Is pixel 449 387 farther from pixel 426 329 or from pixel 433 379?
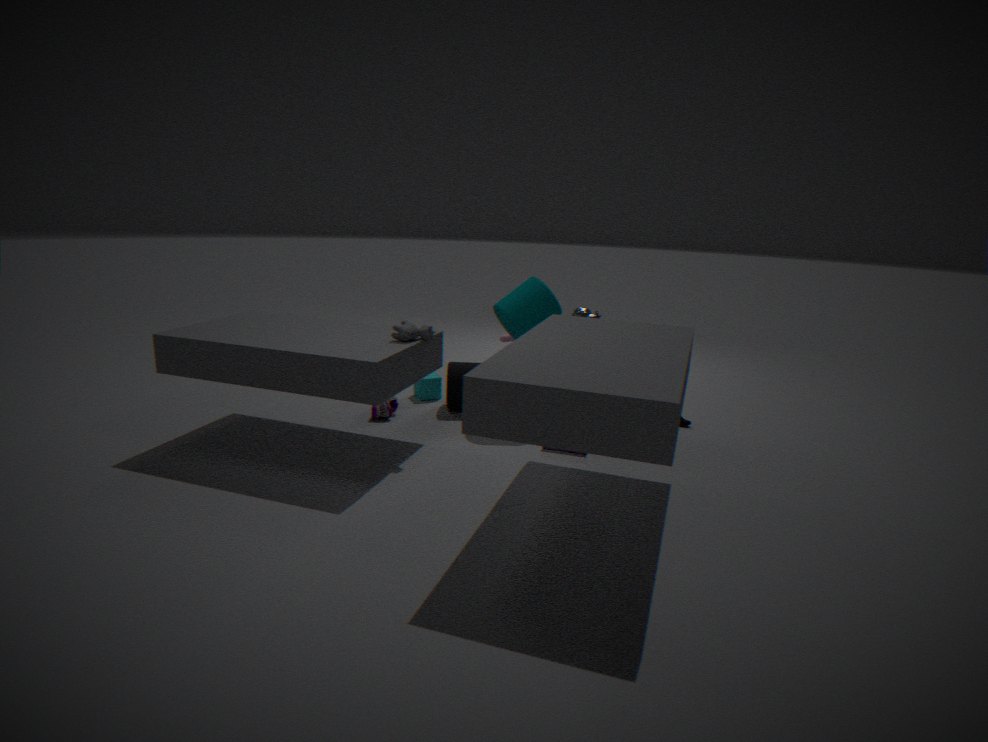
pixel 426 329
